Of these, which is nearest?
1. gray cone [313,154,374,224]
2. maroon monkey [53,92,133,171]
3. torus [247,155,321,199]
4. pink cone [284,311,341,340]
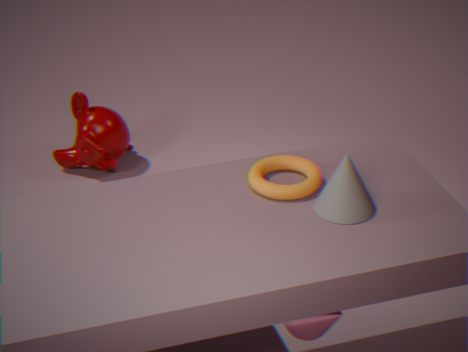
pink cone [284,311,341,340]
